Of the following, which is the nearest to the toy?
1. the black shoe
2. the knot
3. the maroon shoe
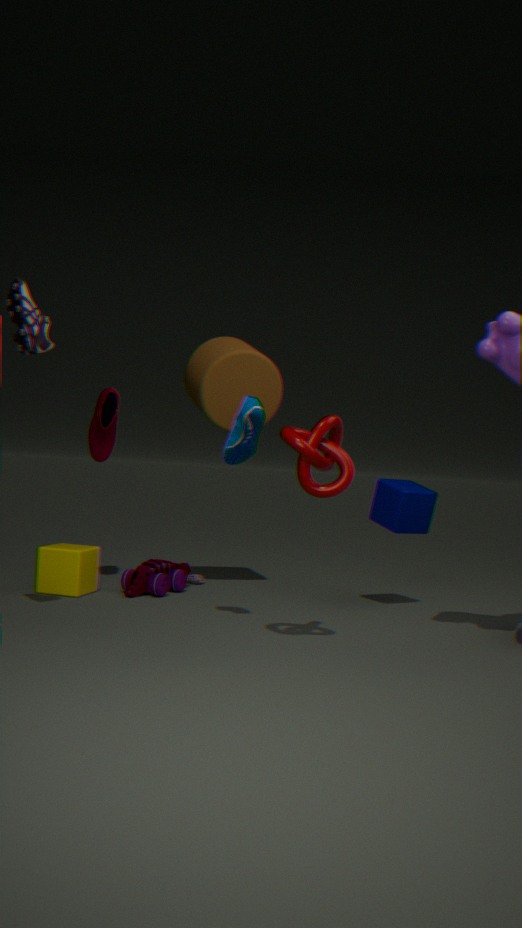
the maroon shoe
